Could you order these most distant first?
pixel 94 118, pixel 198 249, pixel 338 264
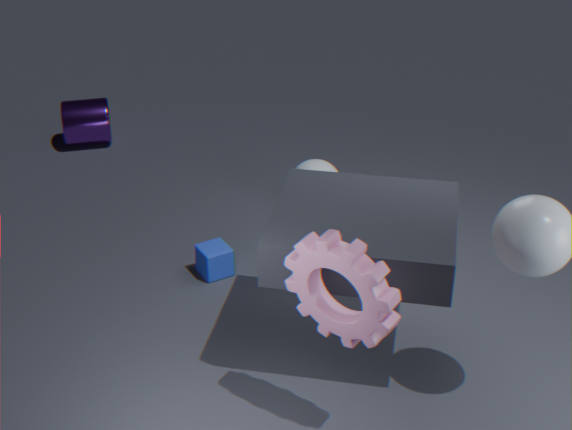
pixel 94 118 → pixel 198 249 → pixel 338 264
